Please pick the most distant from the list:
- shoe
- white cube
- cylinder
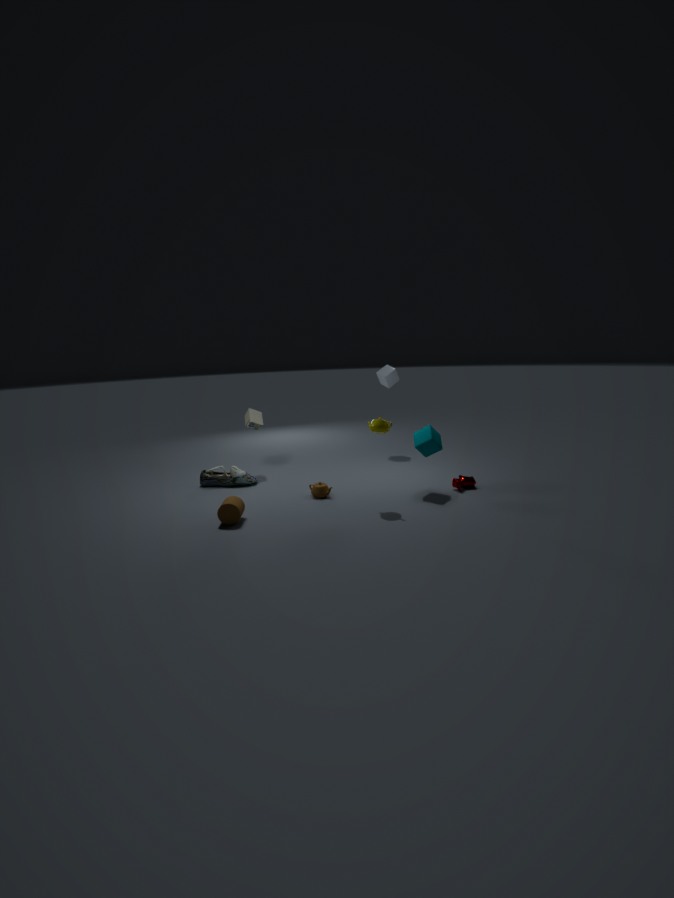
white cube
